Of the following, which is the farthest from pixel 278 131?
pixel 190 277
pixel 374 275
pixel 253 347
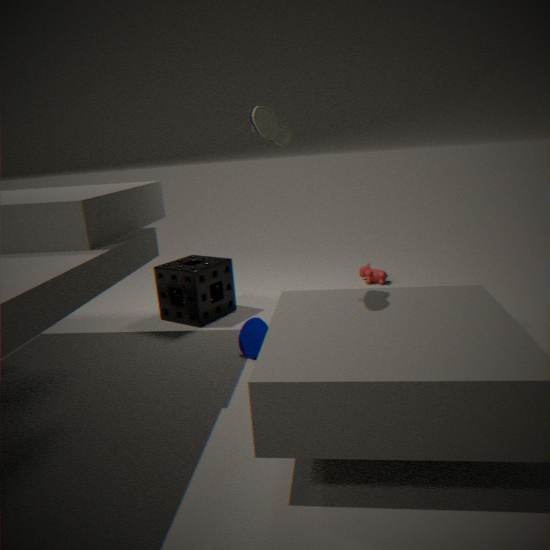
pixel 374 275
